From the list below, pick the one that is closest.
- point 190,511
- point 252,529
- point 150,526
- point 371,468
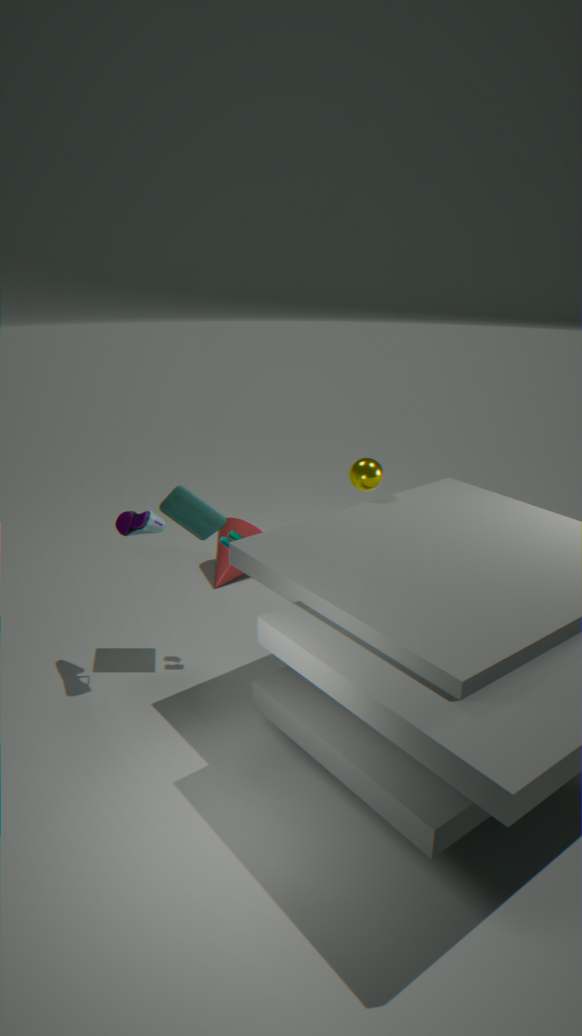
point 150,526
